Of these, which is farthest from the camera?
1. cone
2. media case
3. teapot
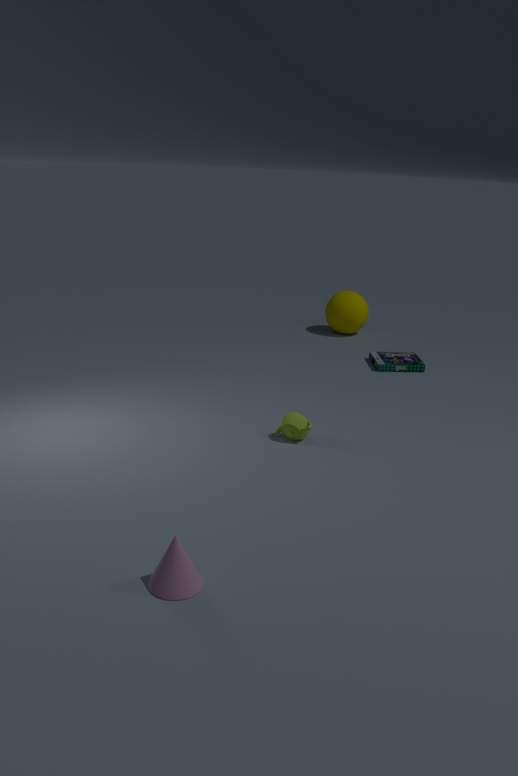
media case
